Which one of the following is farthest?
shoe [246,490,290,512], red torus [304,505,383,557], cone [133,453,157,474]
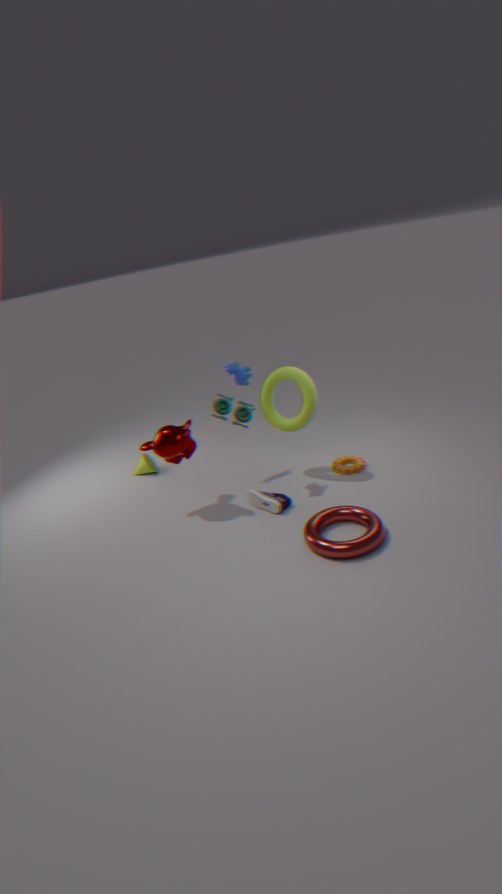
cone [133,453,157,474]
